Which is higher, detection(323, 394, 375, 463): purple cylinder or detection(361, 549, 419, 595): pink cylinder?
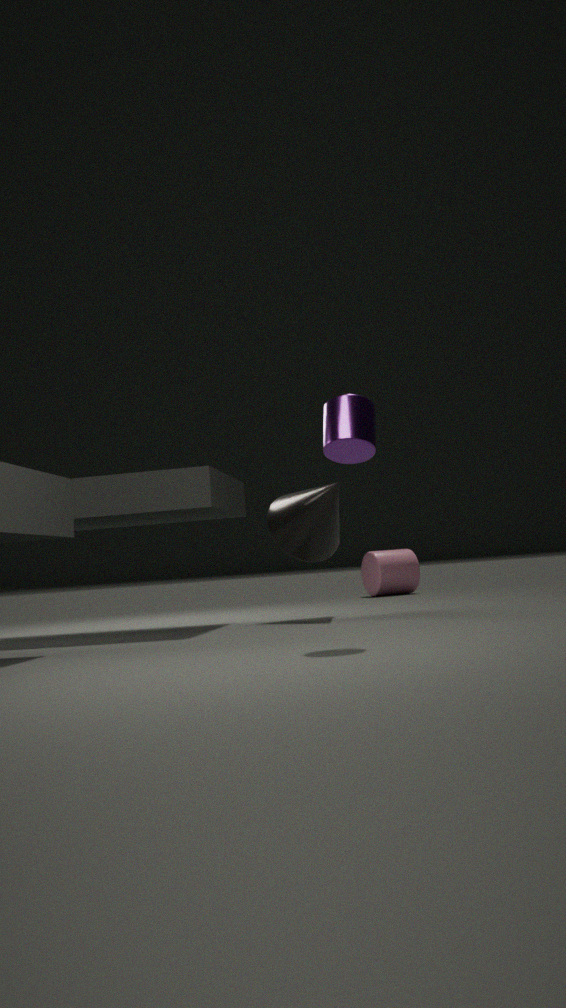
detection(323, 394, 375, 463): purple cylinder
